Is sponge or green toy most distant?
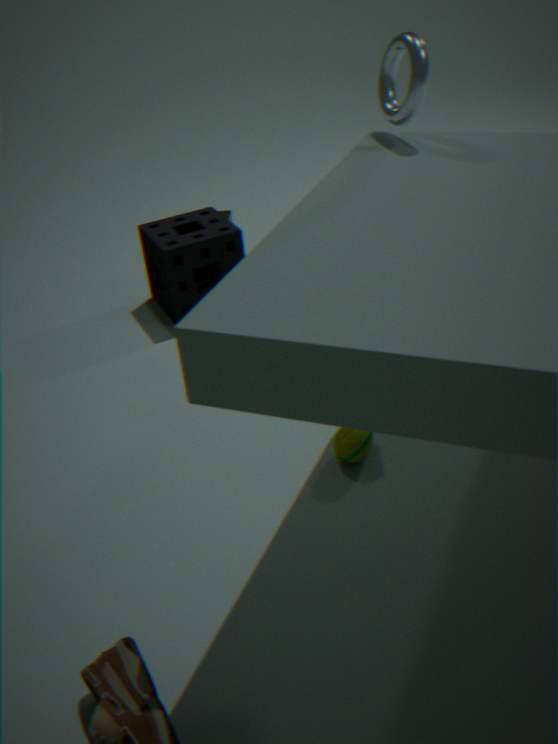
sponge
